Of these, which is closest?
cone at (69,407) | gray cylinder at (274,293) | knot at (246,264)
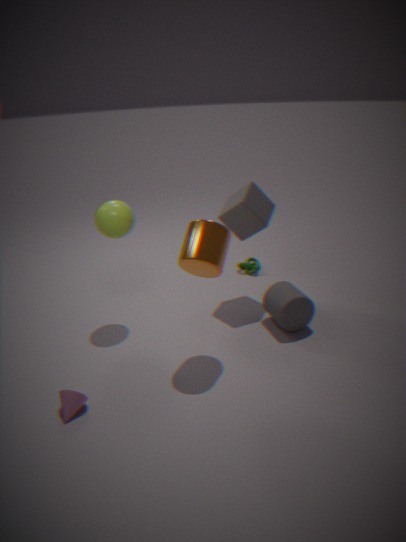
cone at (69,407)
